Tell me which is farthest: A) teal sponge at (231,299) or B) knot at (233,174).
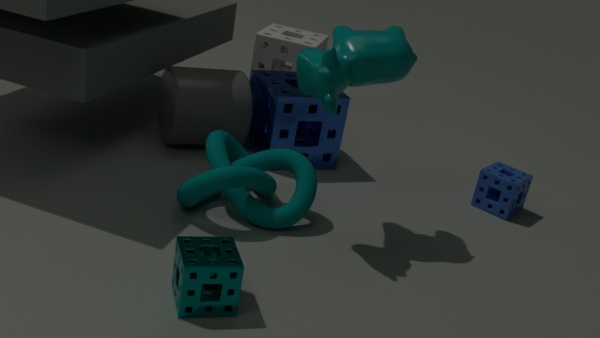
B. knot at (233,174)
